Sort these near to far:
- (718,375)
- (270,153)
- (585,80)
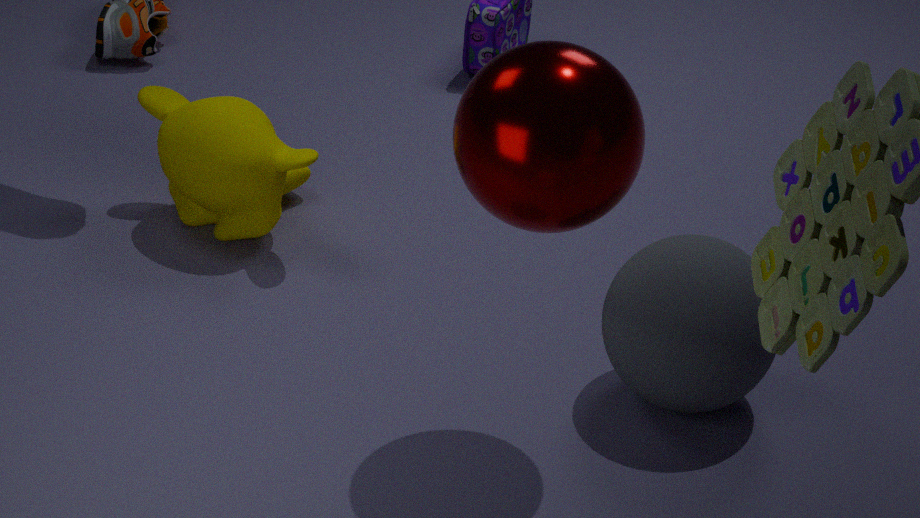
(585,80), (718,375), (270,153)
